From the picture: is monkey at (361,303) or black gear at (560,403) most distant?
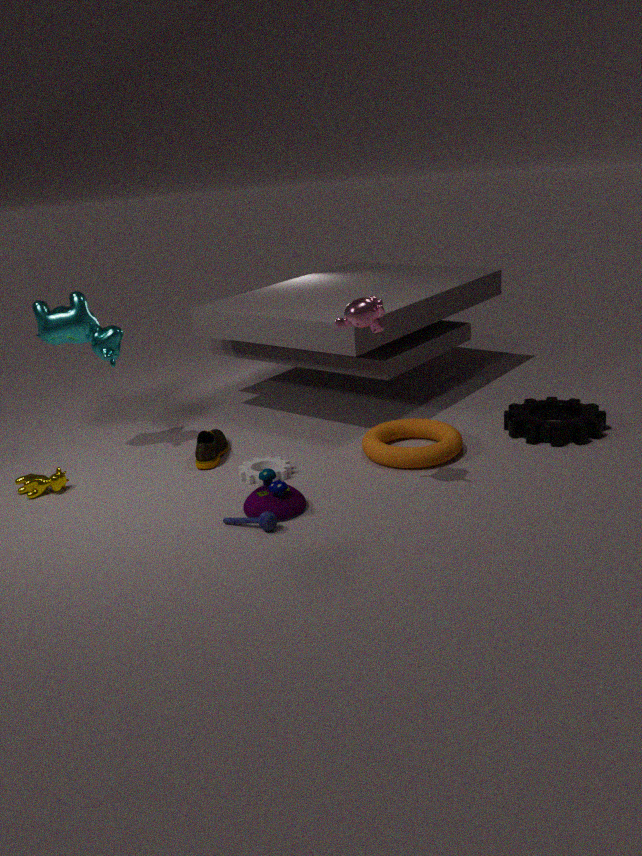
black gear at (560,403)
